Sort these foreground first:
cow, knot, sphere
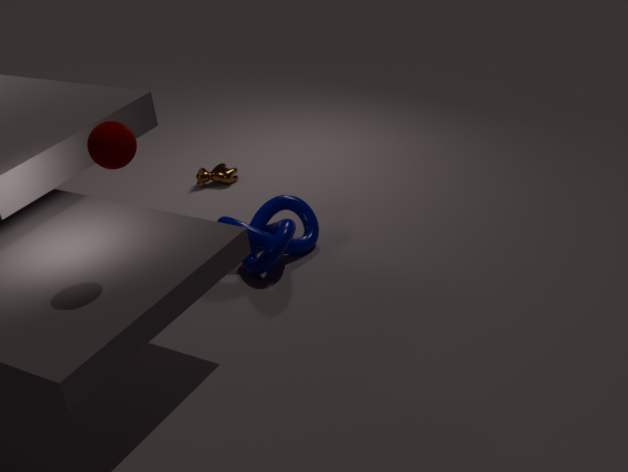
sphere → knot → cow
